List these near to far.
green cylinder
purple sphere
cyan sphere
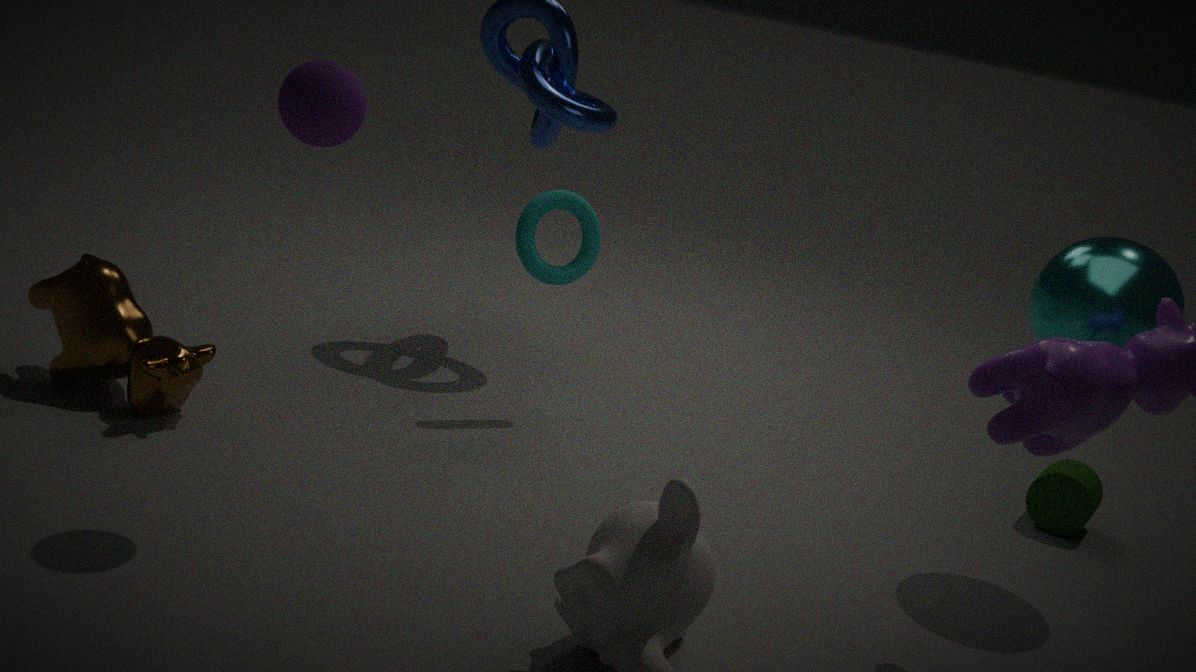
purple sphere < cyan sphere < green cylinder
